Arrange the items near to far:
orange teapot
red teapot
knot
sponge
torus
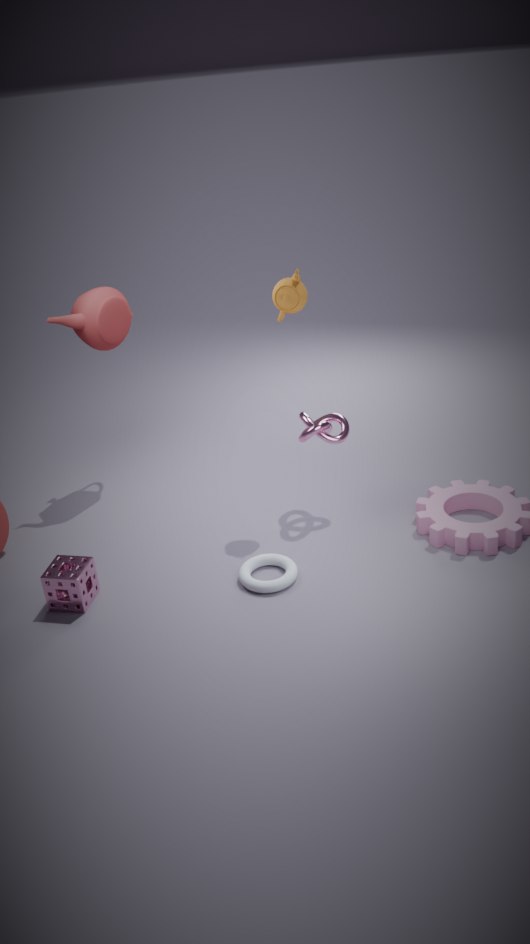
sponge < torus < orange teapot < knot < red teapot
